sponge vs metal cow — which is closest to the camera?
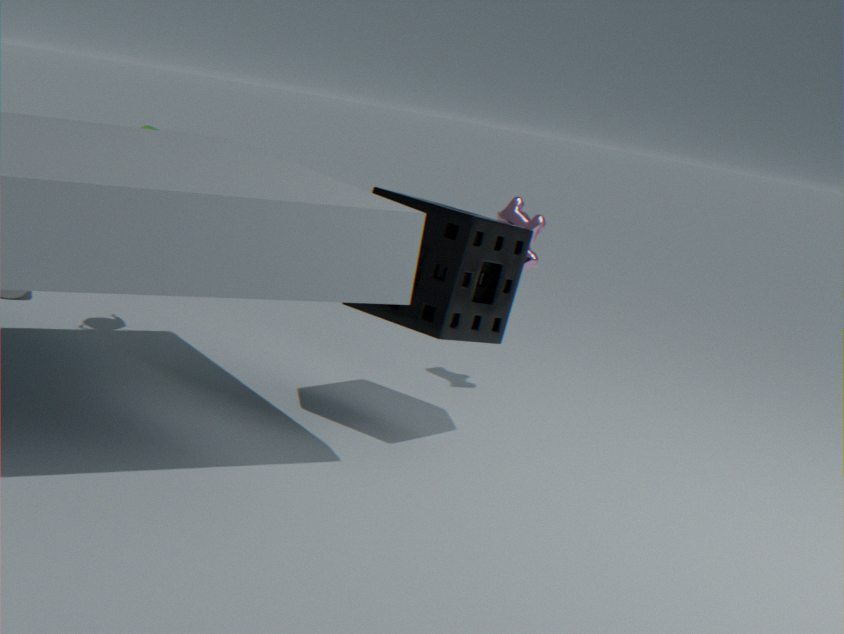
sponge
